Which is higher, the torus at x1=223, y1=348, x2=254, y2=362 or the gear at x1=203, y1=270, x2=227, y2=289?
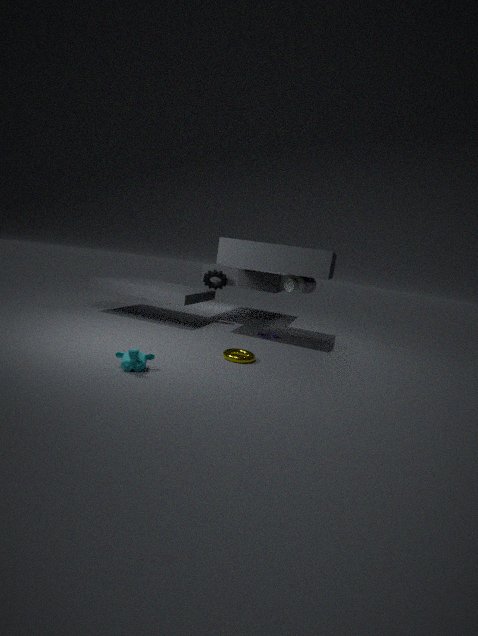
the gear at x1=203, y1=270, x2=227, y2=289
